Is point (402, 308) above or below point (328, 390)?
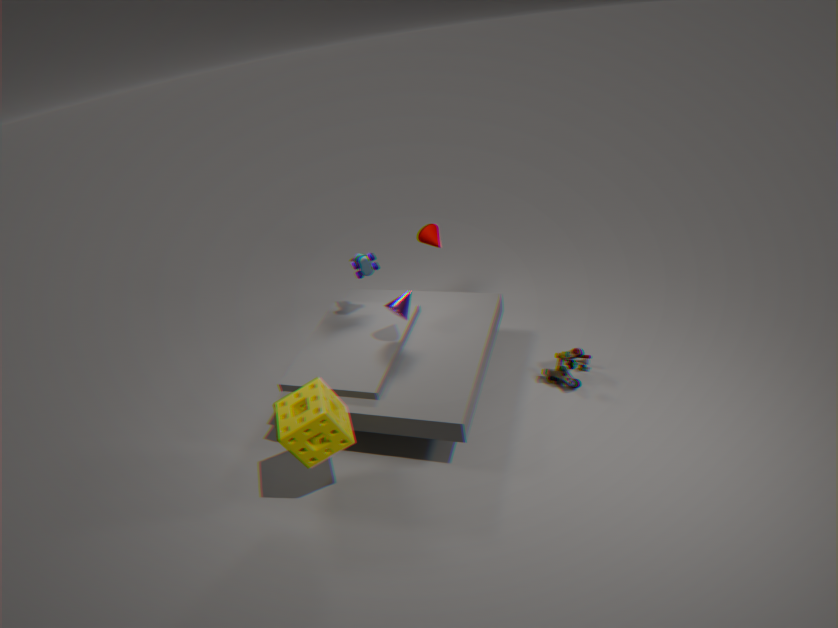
above
